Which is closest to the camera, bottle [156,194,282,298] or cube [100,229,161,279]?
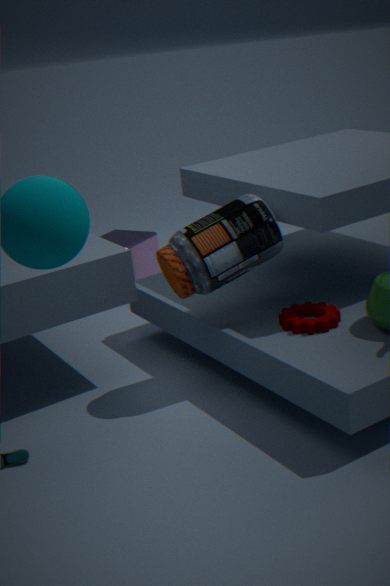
bottle [156,194,282,298]
